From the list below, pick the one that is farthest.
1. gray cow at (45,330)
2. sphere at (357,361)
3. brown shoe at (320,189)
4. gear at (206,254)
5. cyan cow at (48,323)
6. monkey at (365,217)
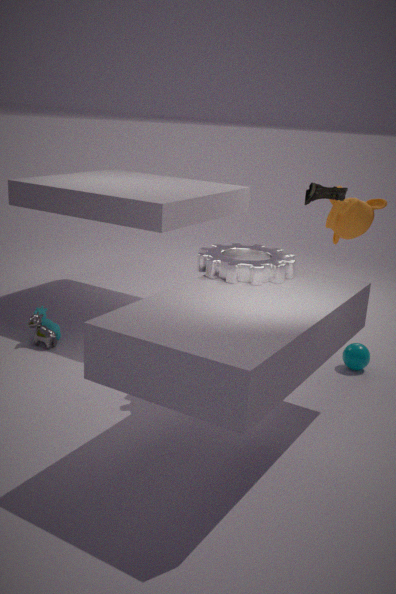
monkey at (365,217)
